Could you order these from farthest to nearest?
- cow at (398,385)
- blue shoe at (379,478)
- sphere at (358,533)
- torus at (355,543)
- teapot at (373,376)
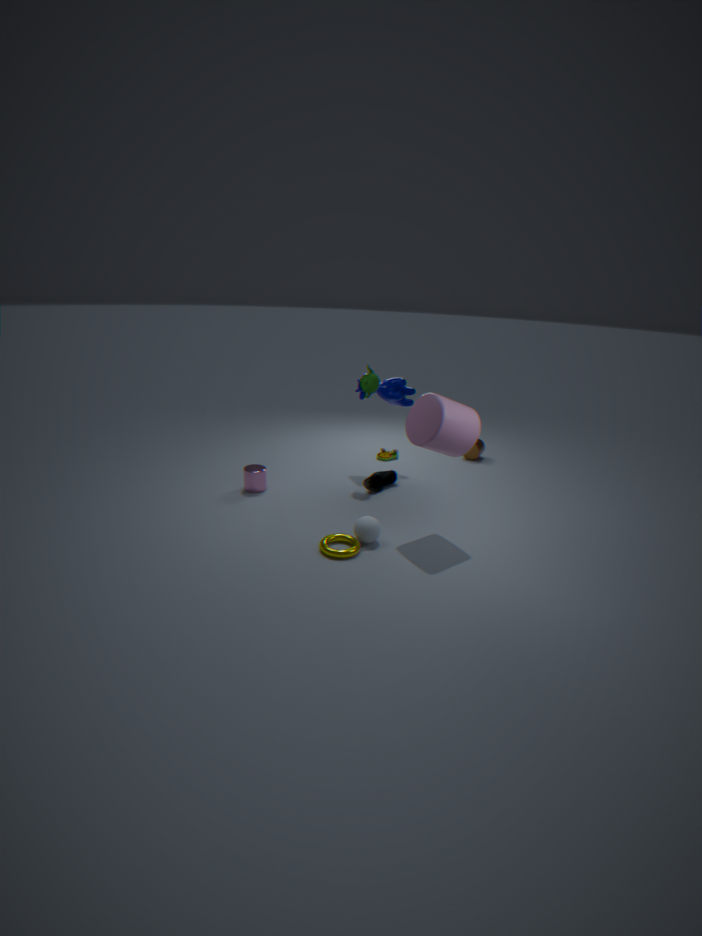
cow at (398,385)
blue shoe at (379,478)
teapot at (373,376)
sphere at (358,533)
torus at (355,543)
